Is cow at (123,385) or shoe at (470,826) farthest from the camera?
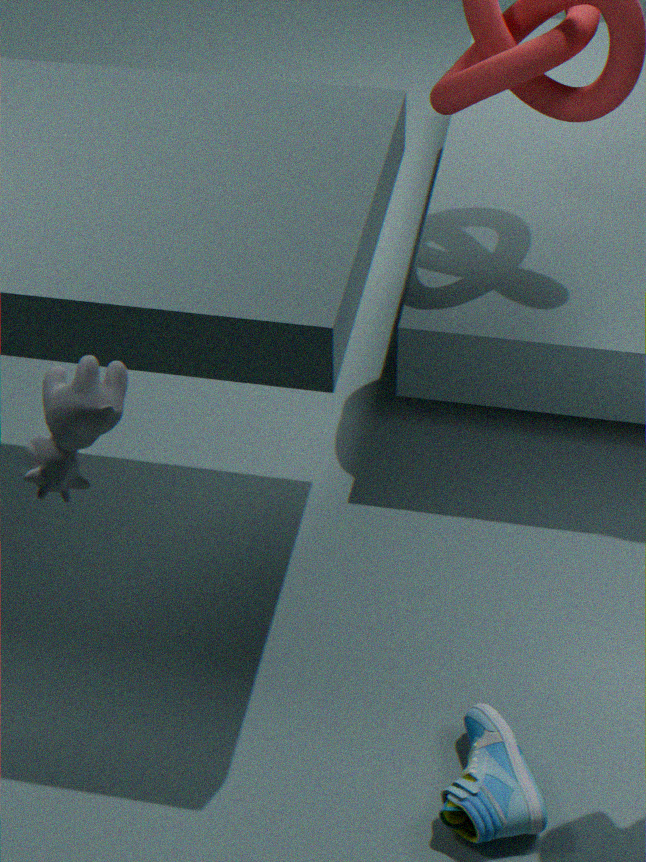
shoe at (470,826)
